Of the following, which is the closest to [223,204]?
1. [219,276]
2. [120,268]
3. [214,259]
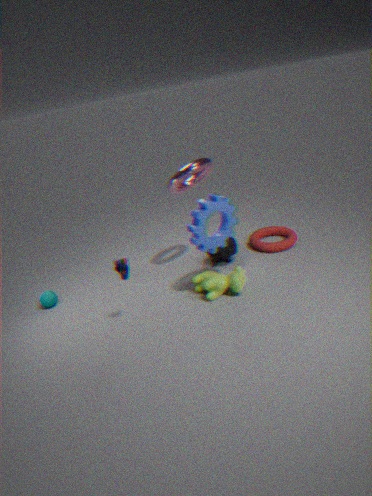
[219,276]
